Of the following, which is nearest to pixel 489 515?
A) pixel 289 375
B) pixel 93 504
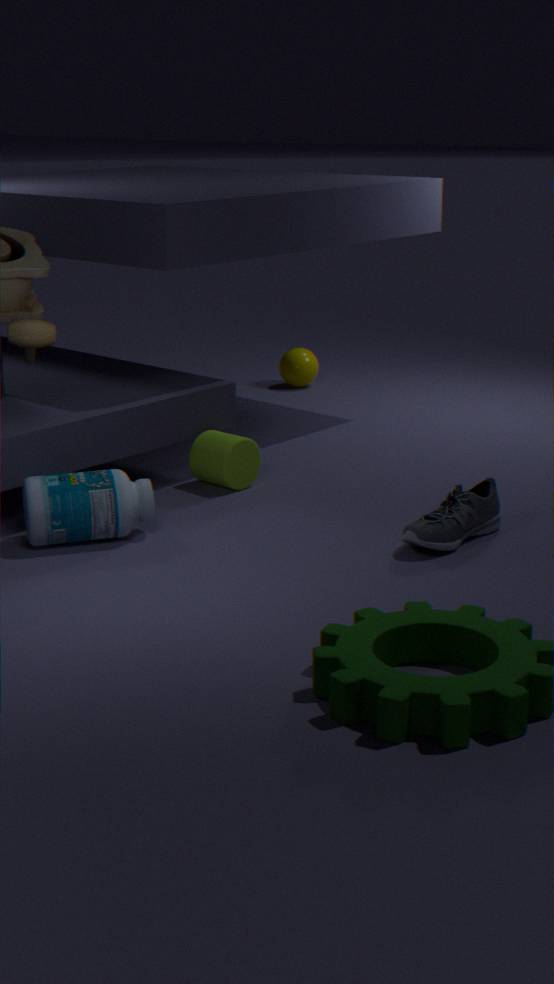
pixel 93 504
